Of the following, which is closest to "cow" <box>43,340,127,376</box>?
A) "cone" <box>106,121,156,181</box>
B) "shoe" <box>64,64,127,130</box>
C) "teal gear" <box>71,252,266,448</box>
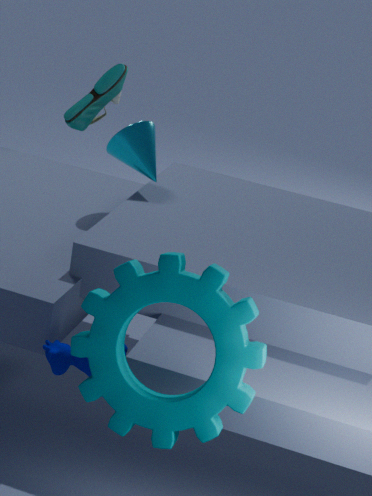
"teal gear" <box>71,252,266,448</box>
